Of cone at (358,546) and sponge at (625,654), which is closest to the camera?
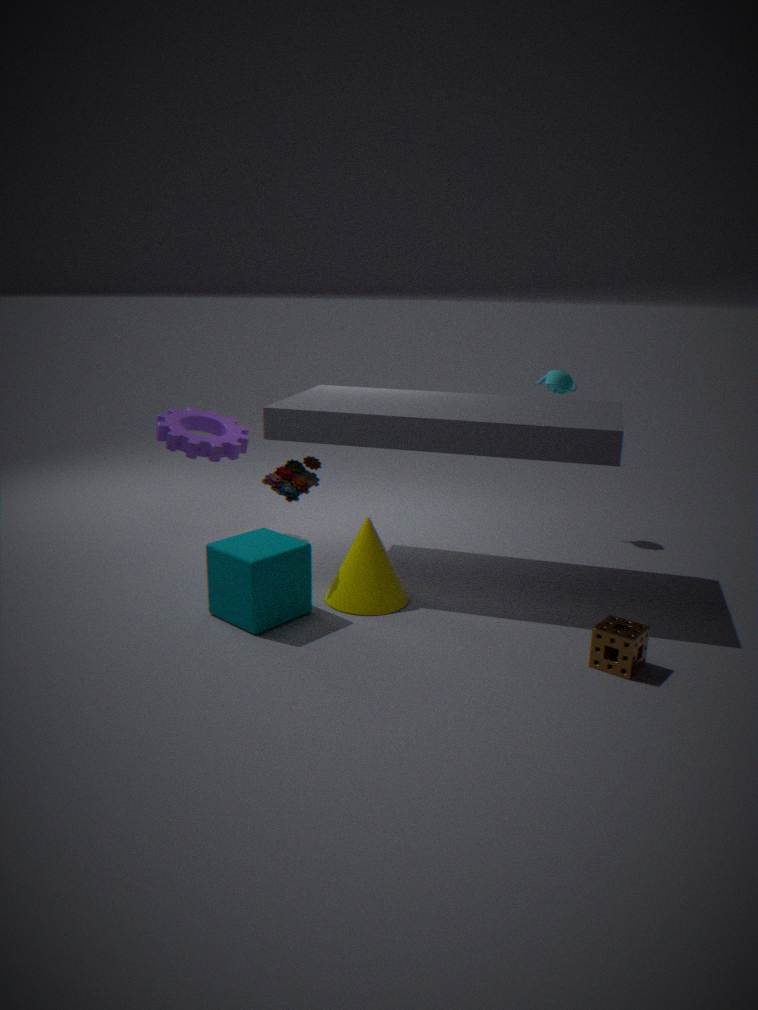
sponge at (625,654)
